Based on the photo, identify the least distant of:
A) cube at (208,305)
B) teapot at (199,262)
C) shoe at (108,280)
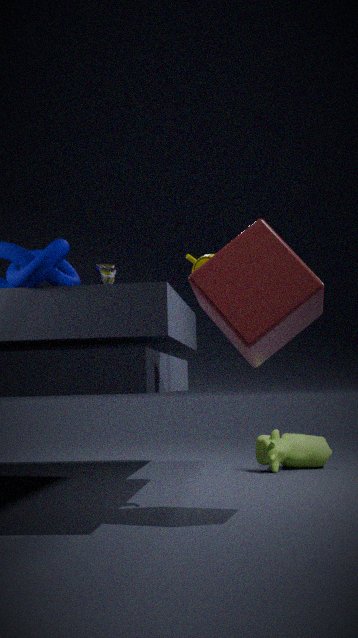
cube at (208,305)
